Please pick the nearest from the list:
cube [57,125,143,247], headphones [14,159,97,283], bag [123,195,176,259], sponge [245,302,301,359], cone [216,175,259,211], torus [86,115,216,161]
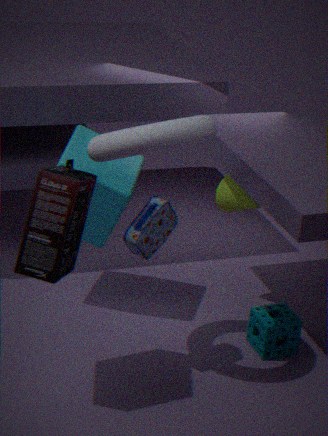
headphones [14,159,97,283]
